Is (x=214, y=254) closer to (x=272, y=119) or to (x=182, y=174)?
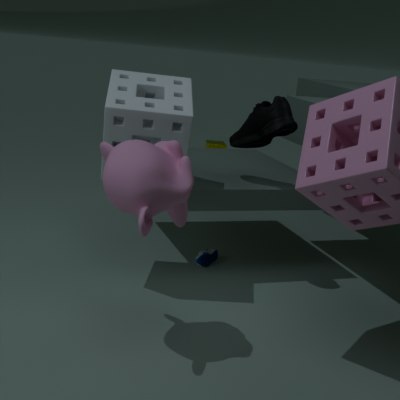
(x=272, y=119)
